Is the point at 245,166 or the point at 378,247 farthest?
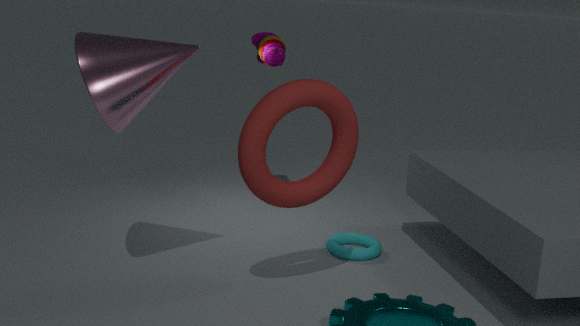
the point at 378,247
